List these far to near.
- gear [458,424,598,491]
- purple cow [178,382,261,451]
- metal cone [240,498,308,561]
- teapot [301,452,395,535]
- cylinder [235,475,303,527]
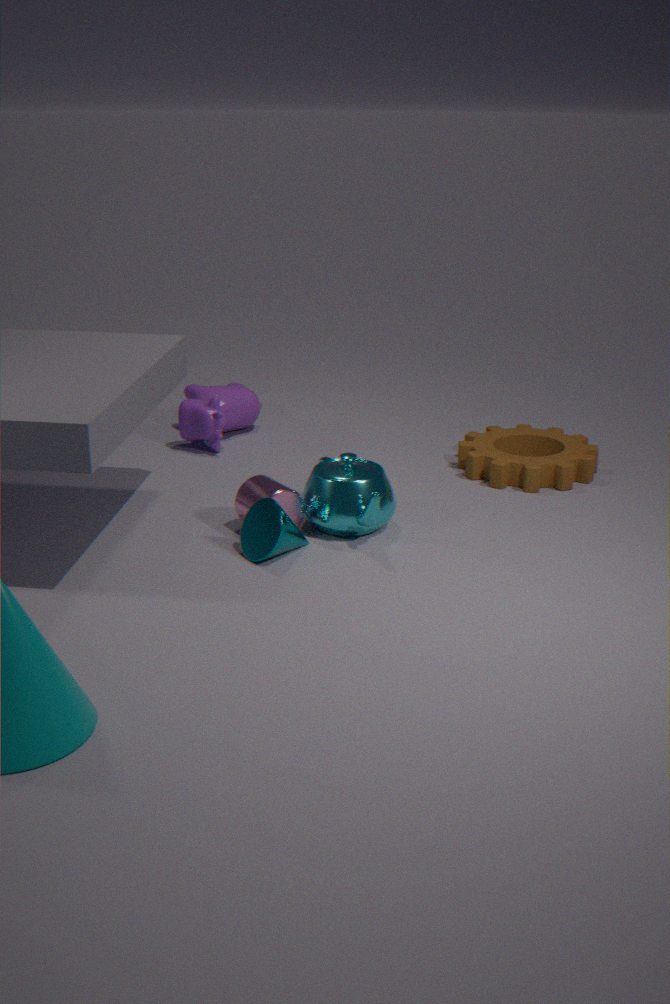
purple cow [178,382,261,451] < gear [458,424,598,491] < cylinder [235,475,303,527] < teapot [301,452,395,535] < metal cone [240,498,308,561]
